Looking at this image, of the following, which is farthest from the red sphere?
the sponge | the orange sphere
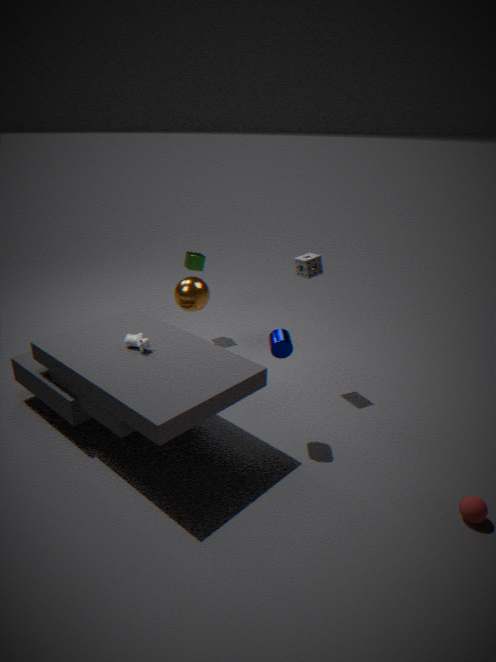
the orange sphere
